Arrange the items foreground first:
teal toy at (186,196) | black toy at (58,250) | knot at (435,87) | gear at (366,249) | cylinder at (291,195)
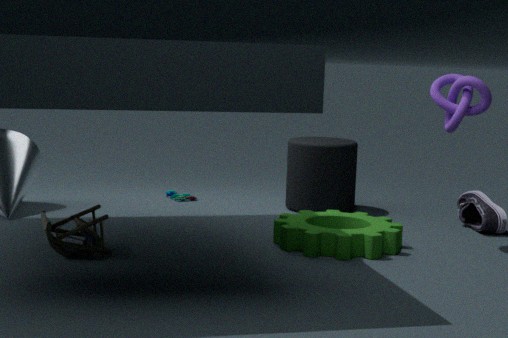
black toy at (58,250) → gear at (366,249) → knot at (435,87) → cylinder at (291,195) → teal toy at (186,196)
